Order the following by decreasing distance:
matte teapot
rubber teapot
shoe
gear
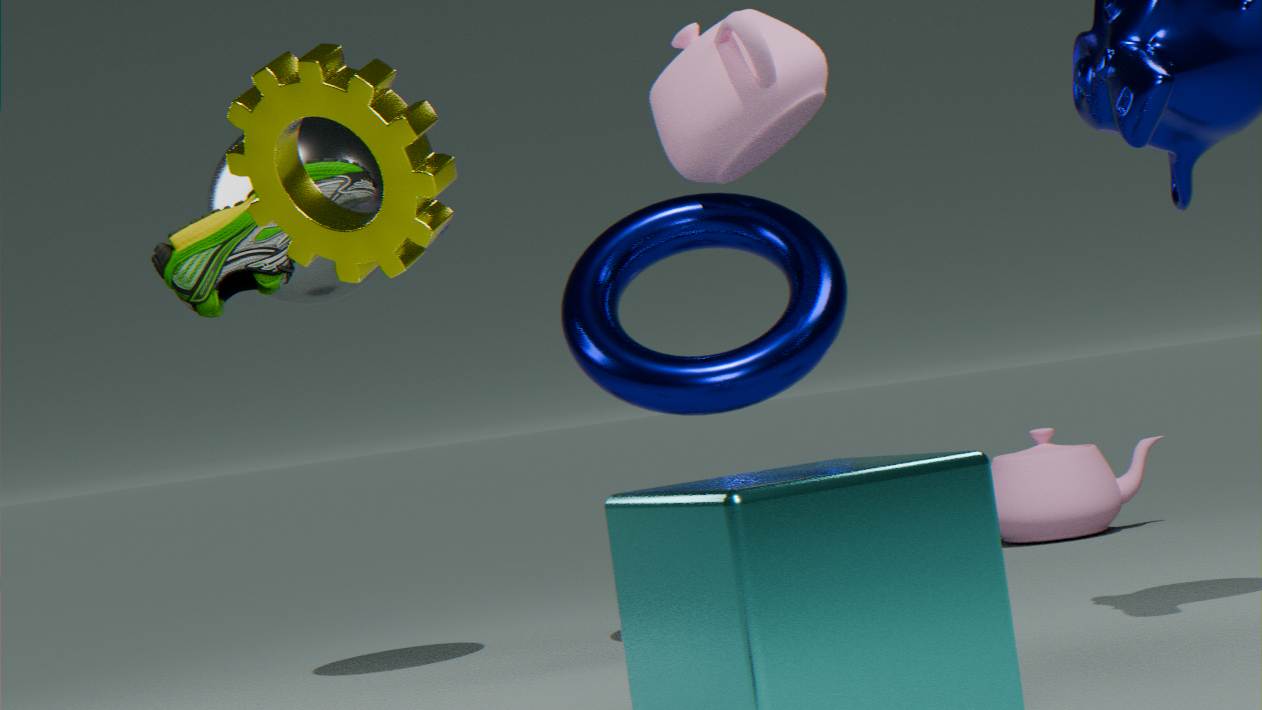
matte teapot
rubber teapot
shoe
gear
